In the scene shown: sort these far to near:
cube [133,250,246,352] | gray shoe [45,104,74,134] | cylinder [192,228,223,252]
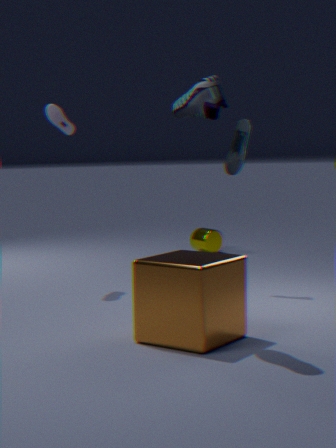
cylinder [192,228,223,252], gray shoe [45,104,74,134], cube [133,250,246,352]
